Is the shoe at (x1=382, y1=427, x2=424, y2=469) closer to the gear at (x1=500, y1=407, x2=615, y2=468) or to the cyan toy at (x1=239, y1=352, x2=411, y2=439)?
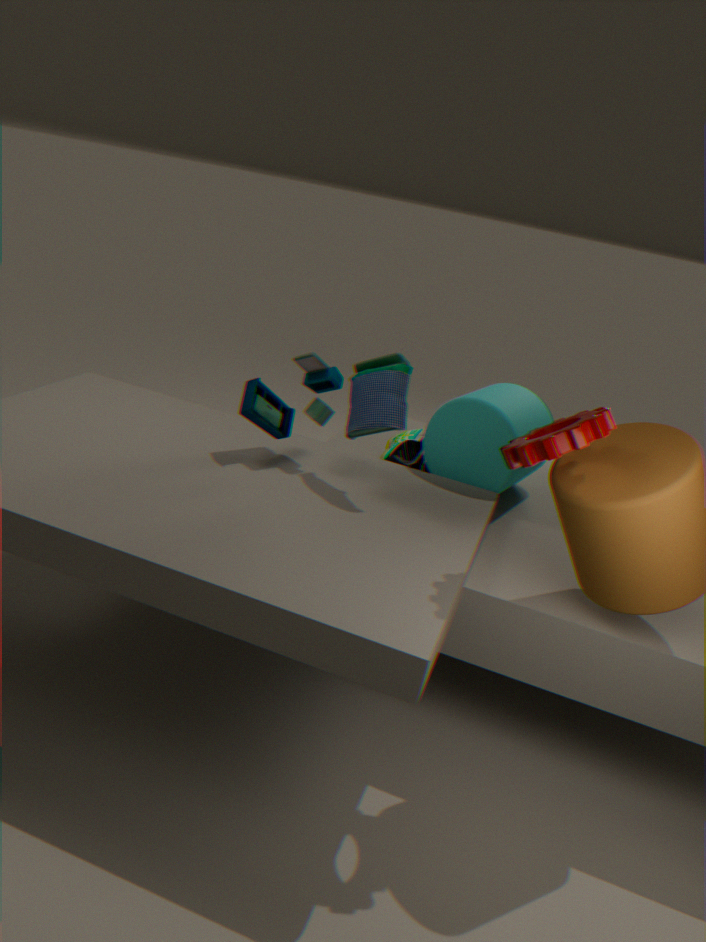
the cyan toy at (x1=239, y1=352, x2=411, y2=439)
